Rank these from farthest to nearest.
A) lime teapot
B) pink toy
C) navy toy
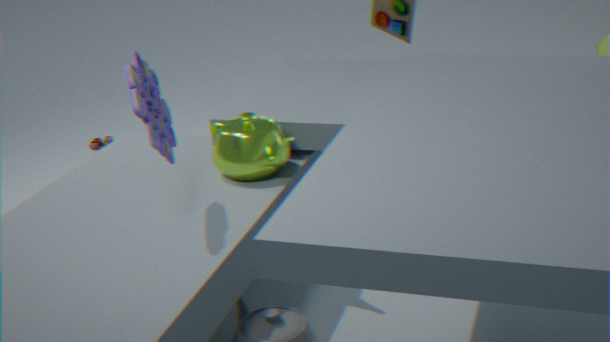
1. pink toy
2. lime teapot
3. navy toy
